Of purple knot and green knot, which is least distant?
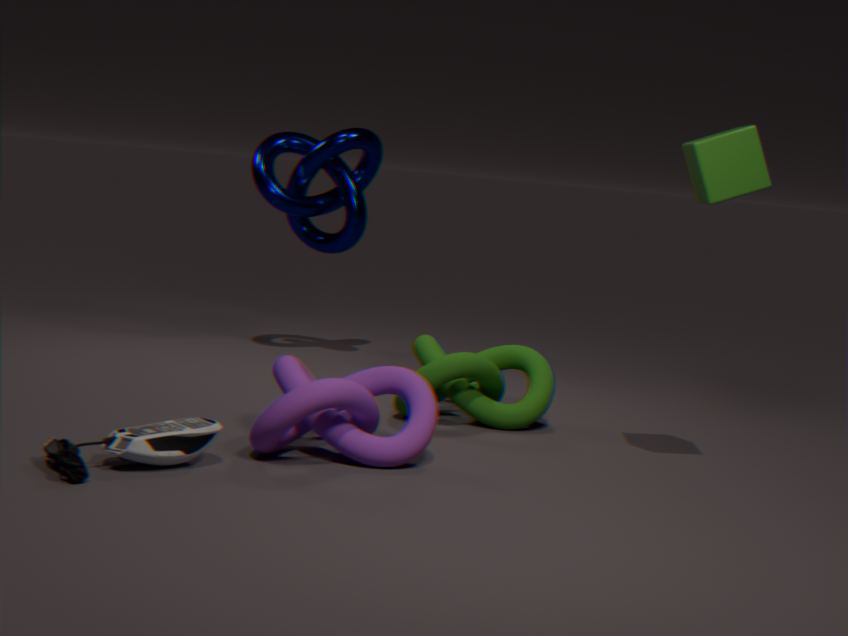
purple knot
